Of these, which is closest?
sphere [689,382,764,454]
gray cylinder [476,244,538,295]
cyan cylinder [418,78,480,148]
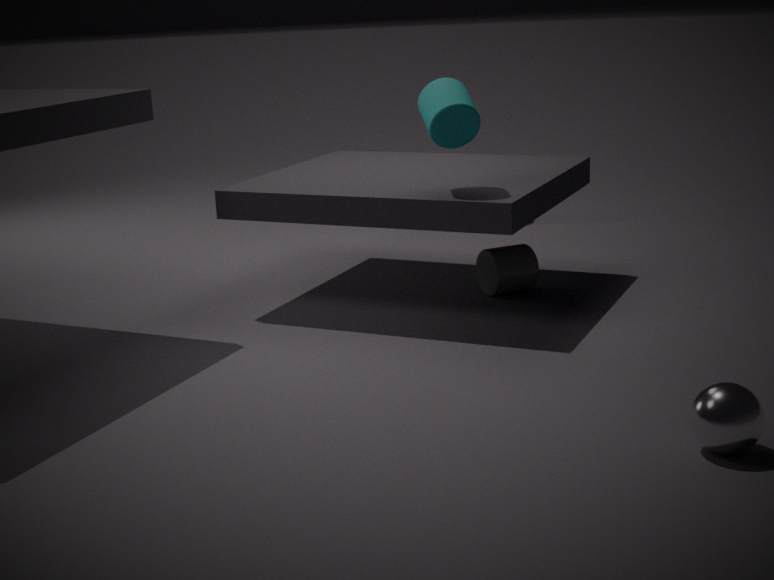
sphere [689,382,764,454]
